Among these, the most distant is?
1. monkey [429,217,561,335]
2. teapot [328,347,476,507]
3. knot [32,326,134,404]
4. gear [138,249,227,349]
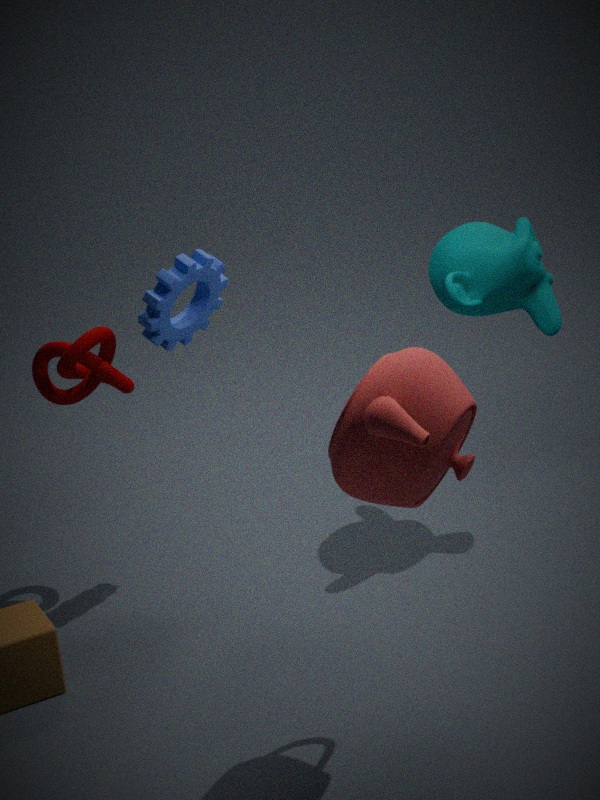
monkey [429,217,561,335]
